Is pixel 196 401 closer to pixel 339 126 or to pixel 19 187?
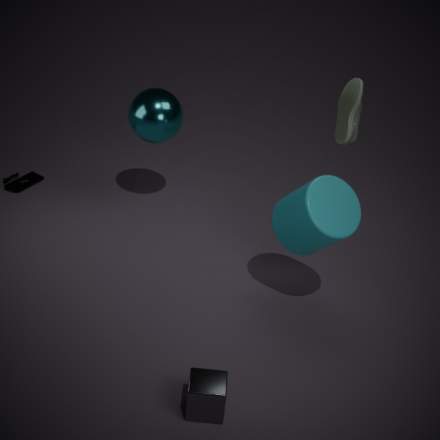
pixel 339 126
